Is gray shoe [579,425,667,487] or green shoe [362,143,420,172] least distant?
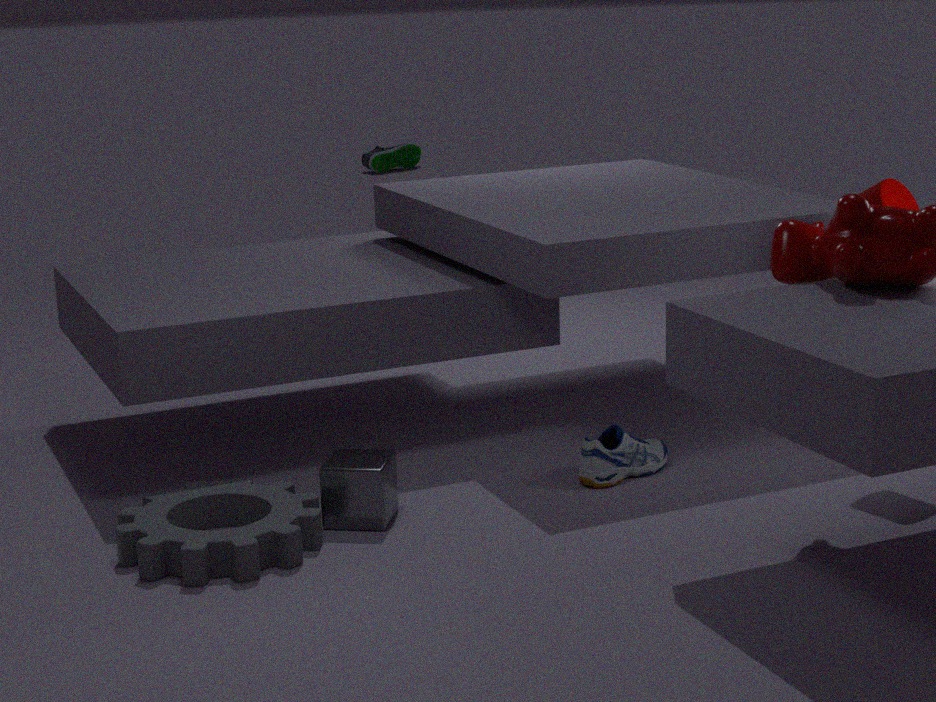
gray shoe [579,425,667,487]
